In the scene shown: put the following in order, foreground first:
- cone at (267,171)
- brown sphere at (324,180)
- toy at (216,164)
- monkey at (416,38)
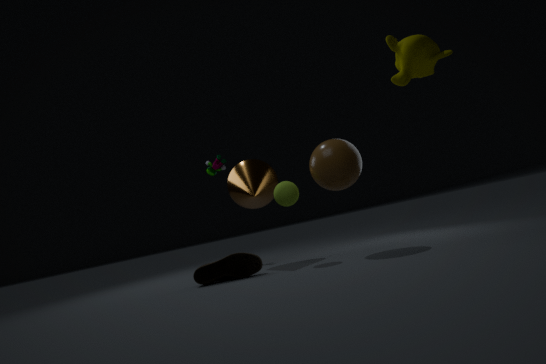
monkey at (416,38), brown sphere at (324,180), cone at (267,171), toy at (216,164)
